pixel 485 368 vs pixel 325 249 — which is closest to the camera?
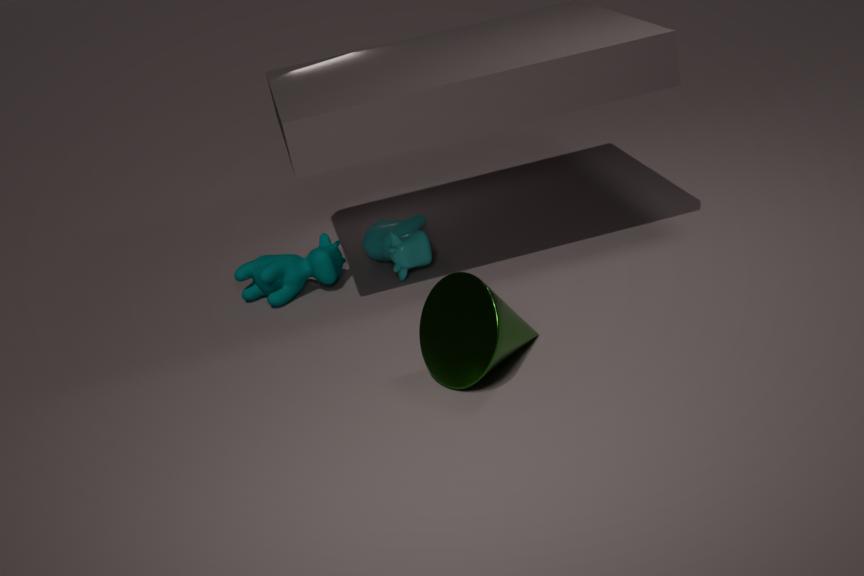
pixel 485 368
